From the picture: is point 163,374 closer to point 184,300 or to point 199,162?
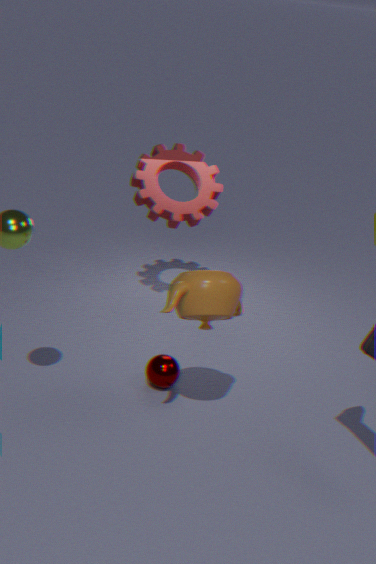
point 184,300
